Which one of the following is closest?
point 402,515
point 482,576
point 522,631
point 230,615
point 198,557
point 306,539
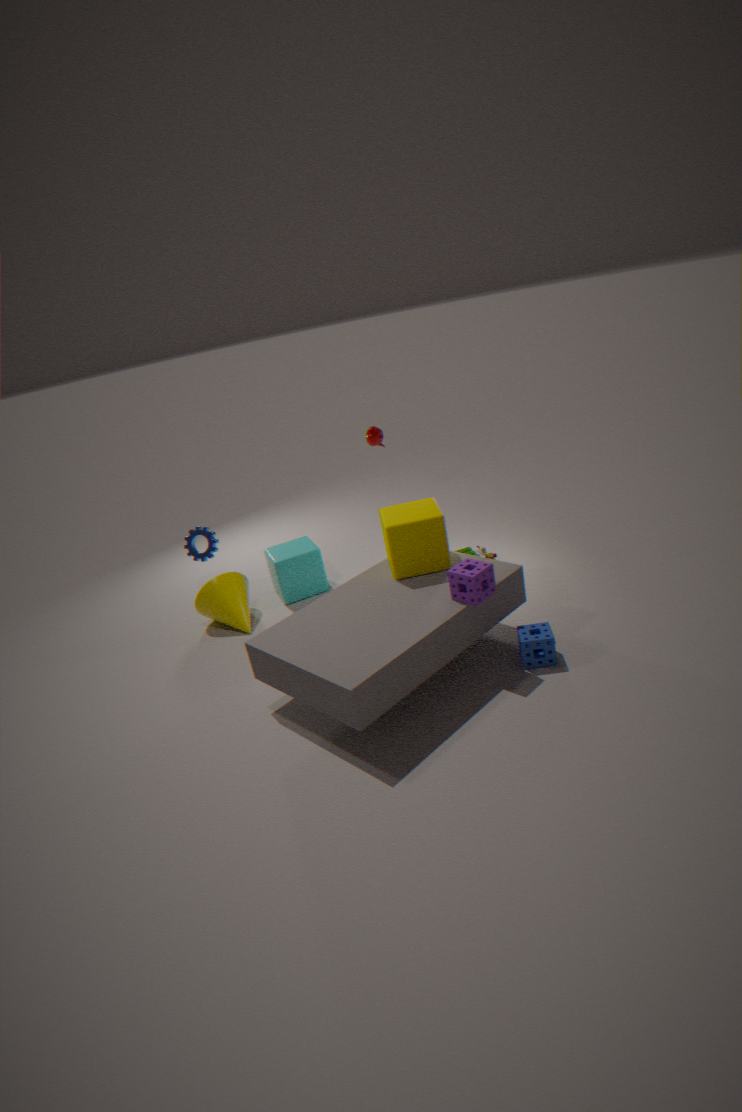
point 482,576
